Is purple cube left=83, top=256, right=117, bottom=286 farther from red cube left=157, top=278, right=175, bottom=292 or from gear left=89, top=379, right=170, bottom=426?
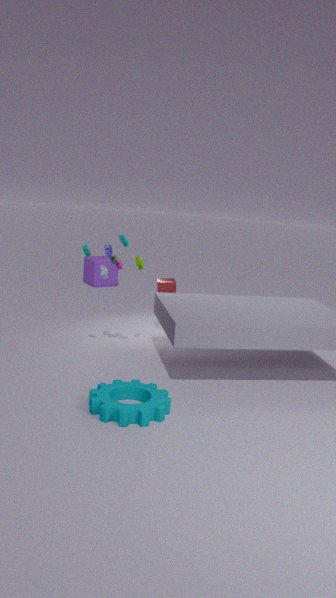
gear left=89, top=379, right=170, bottom=426
